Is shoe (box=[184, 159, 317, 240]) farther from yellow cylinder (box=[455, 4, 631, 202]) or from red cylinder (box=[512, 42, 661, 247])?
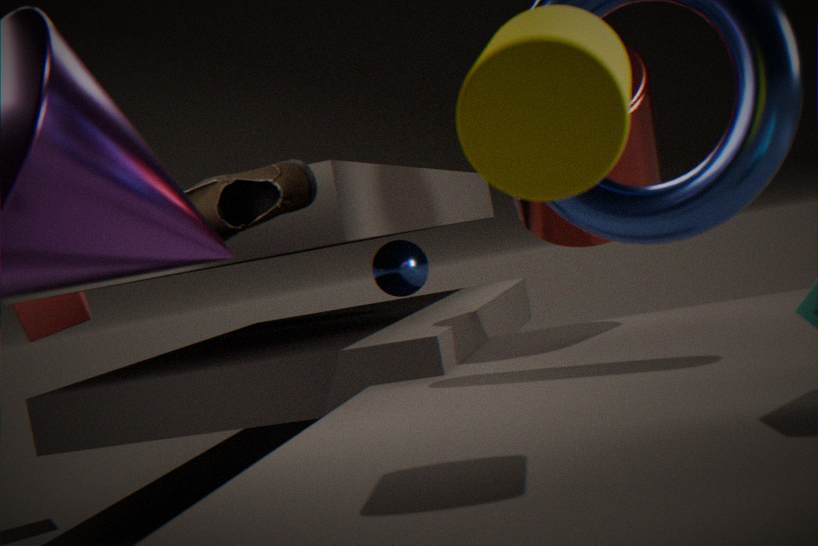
yellow cylinder (box=[455, 4, 631, 202])
